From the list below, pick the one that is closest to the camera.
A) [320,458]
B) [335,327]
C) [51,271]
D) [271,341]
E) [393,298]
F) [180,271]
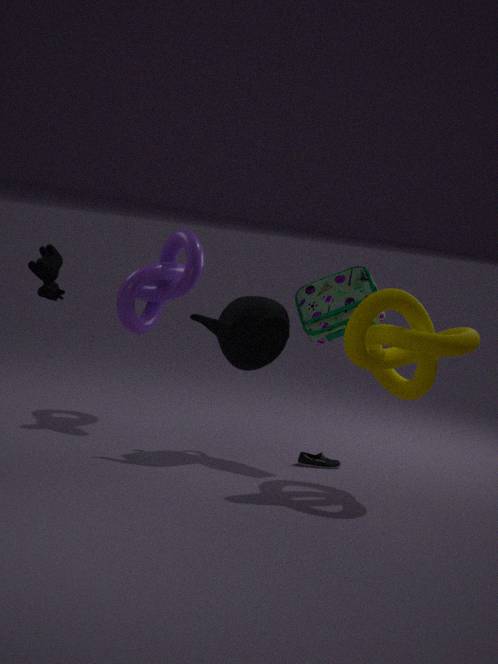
[393,298]
